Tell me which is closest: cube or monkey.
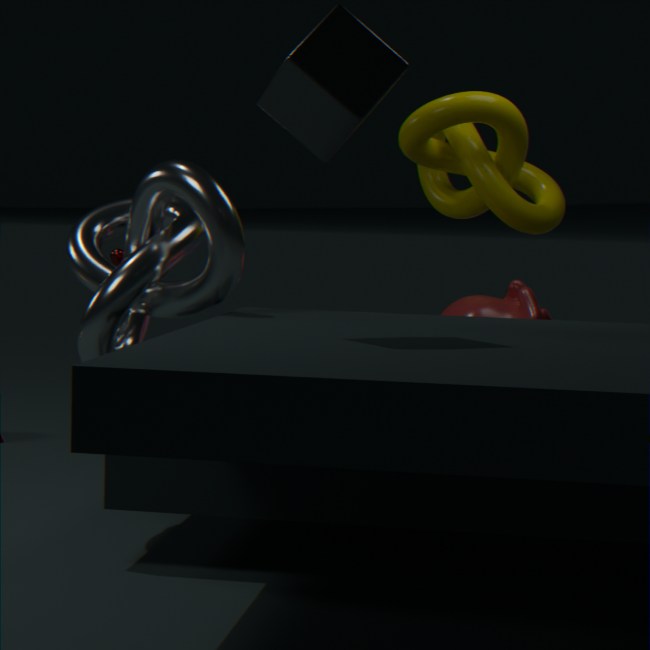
cube
